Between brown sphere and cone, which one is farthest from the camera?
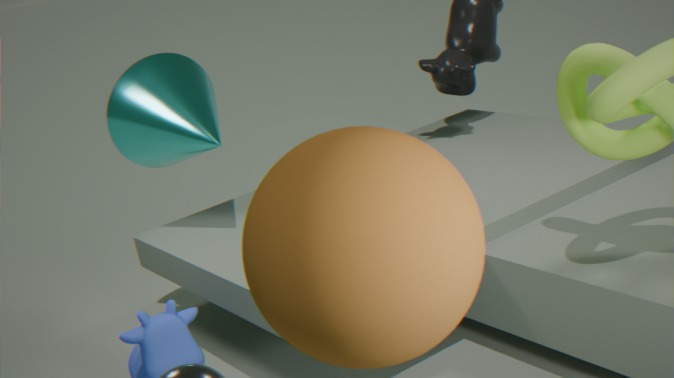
cone
